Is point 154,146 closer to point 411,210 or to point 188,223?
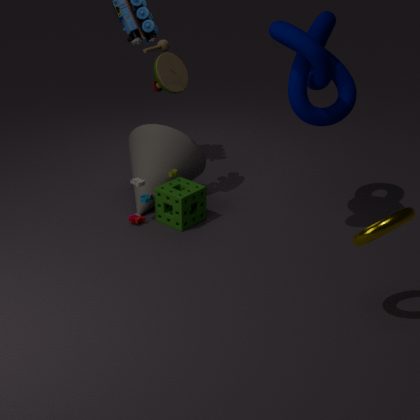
point 188,223
